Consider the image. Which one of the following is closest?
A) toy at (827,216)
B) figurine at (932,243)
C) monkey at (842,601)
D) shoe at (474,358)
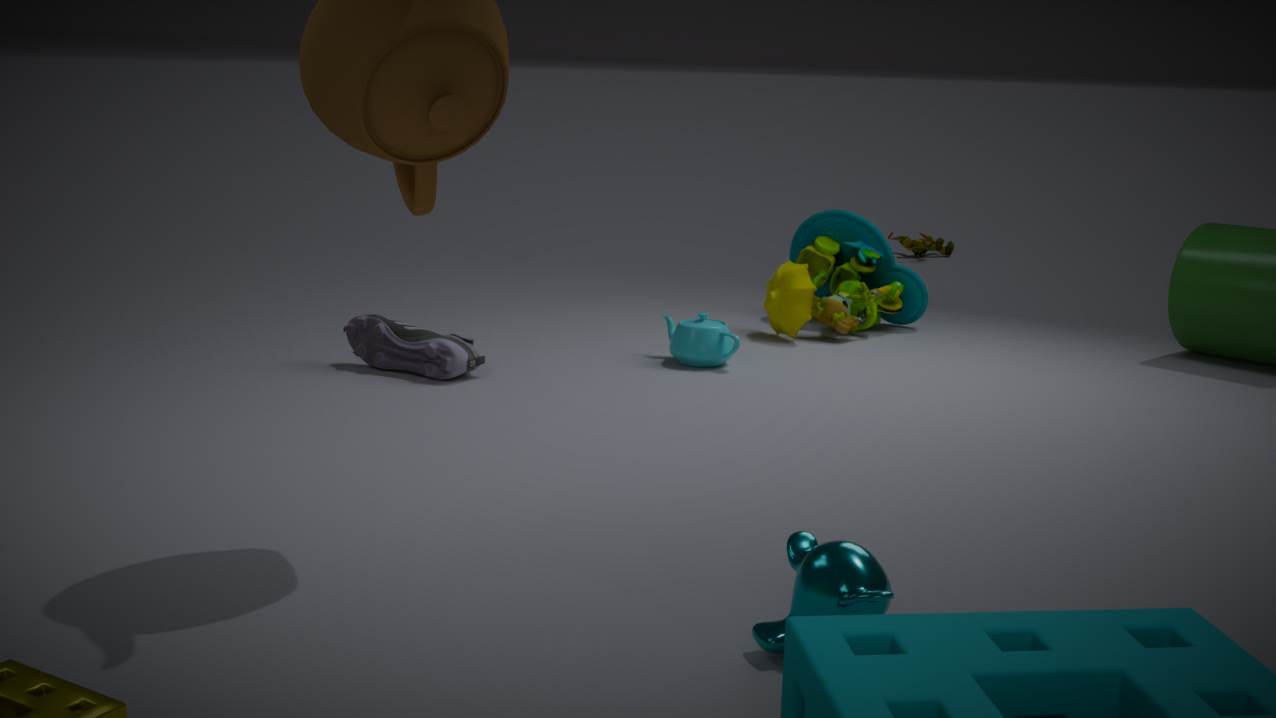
monkey at (842,601)
